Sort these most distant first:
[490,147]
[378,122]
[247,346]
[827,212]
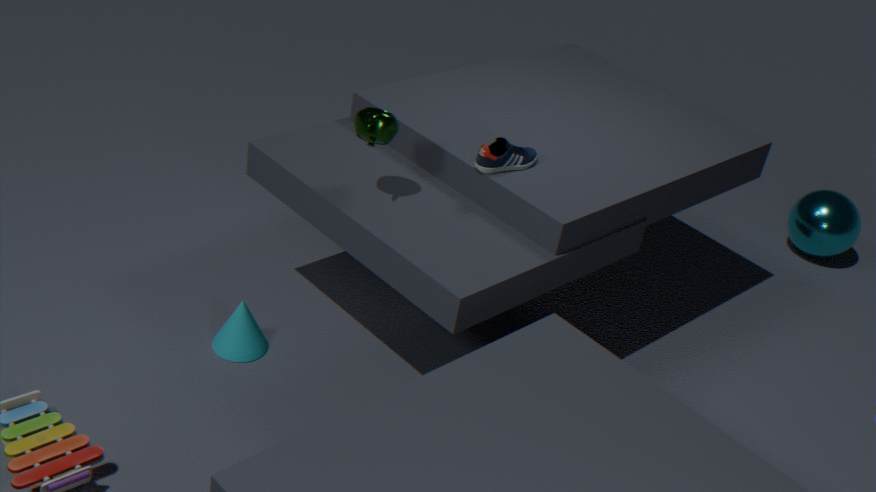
[827,212], [247,346], [490,147], [378,122]
